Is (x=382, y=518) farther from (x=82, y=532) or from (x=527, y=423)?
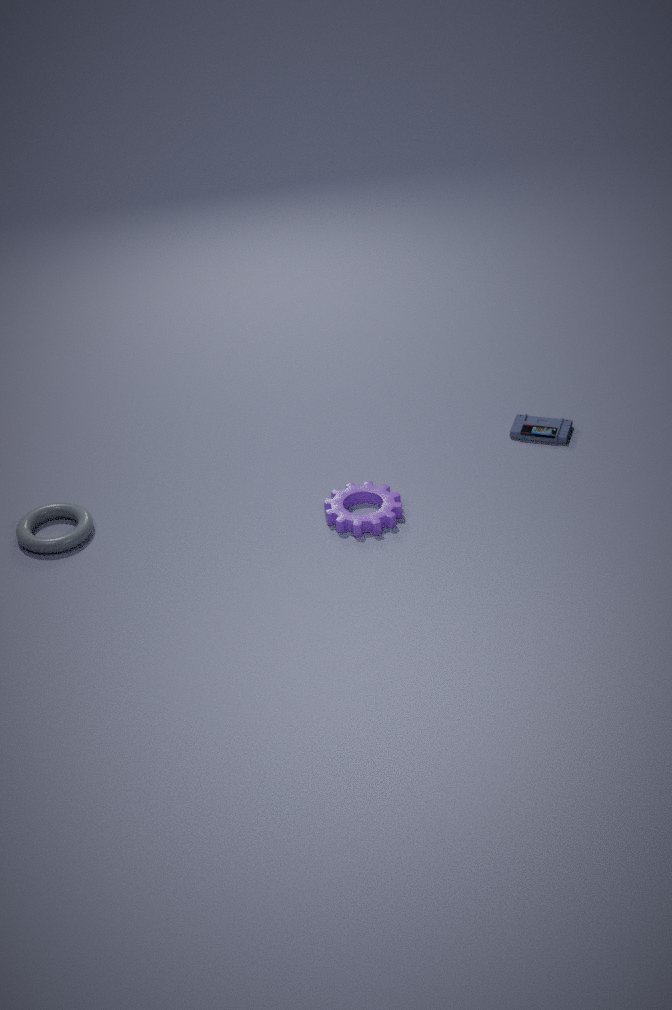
(x=82, y=532)
